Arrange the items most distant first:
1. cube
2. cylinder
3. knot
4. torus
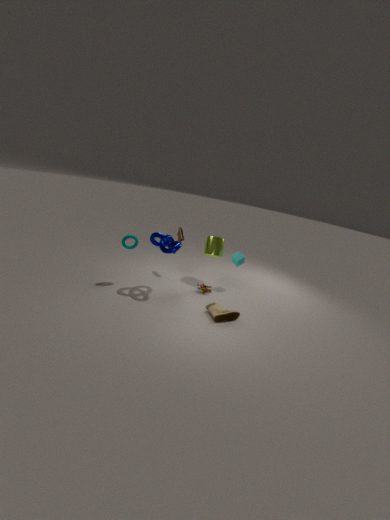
1. cylinder
2. cube
3. torus
4. knot
